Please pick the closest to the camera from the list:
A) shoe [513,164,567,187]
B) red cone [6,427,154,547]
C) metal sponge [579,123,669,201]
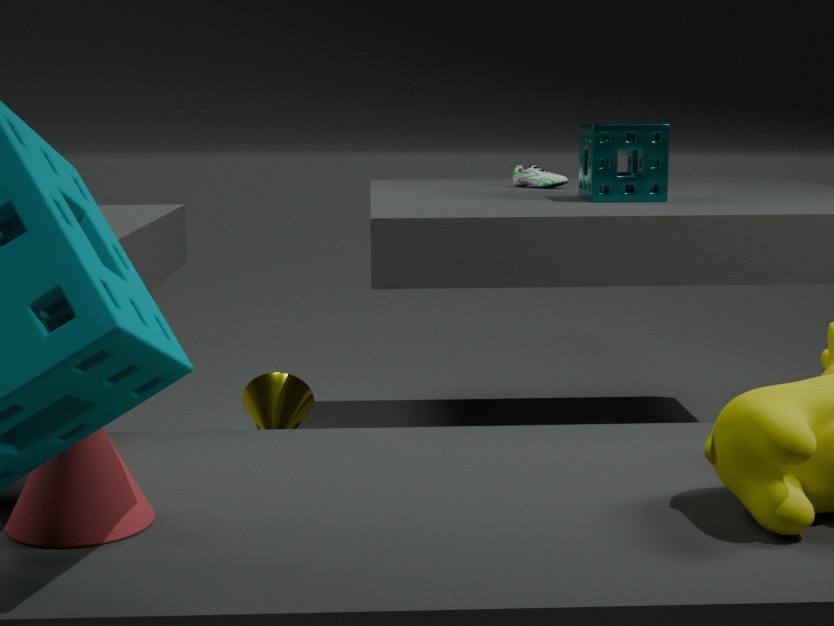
red cone [6,427,154,547]
